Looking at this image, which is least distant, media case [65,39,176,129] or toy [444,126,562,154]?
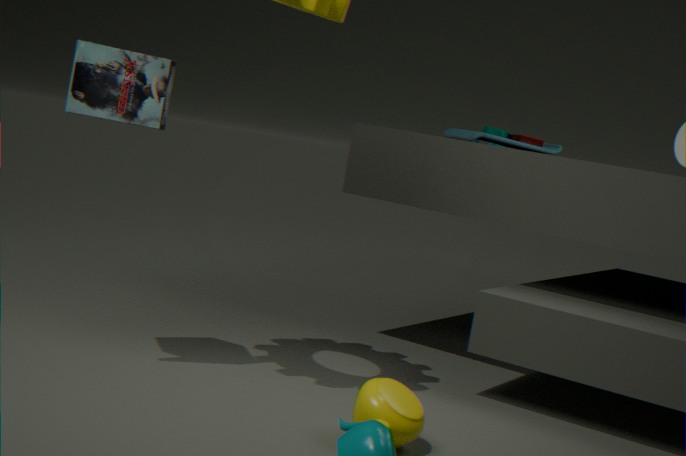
media case [65,39,176,129]
